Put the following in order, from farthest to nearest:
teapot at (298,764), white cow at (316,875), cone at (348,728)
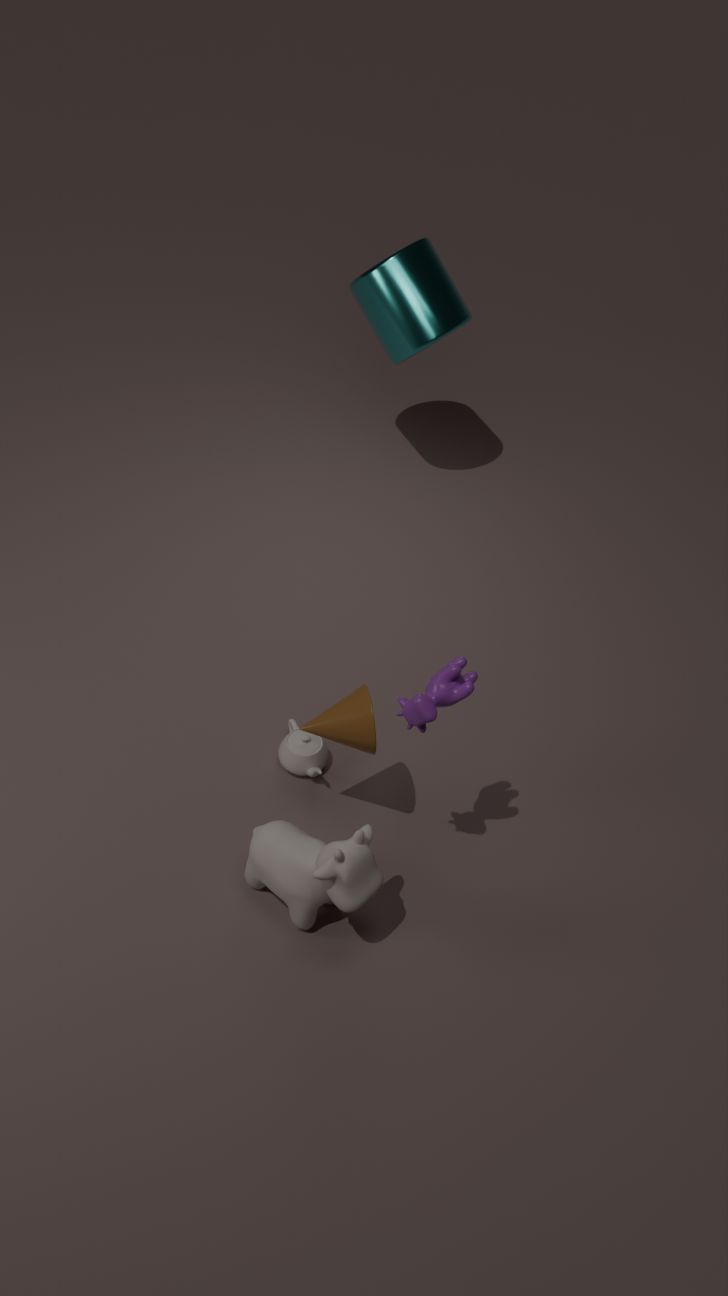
teapot at (298,764)
cone at (348,728)
white cow at (316,875)
